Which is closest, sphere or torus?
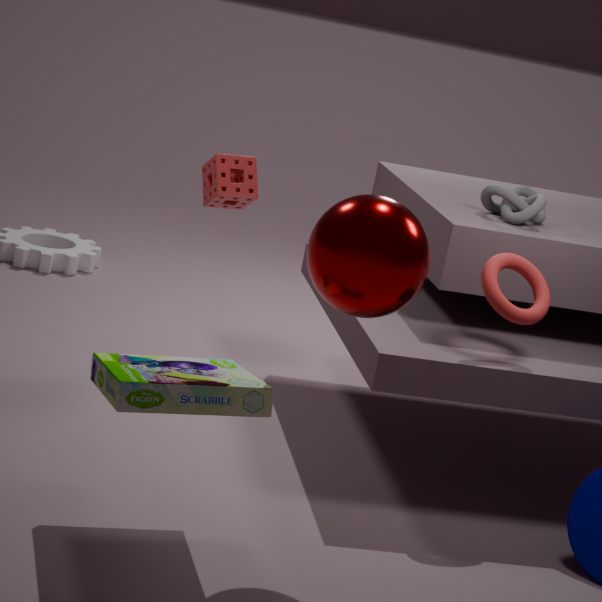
sphere
